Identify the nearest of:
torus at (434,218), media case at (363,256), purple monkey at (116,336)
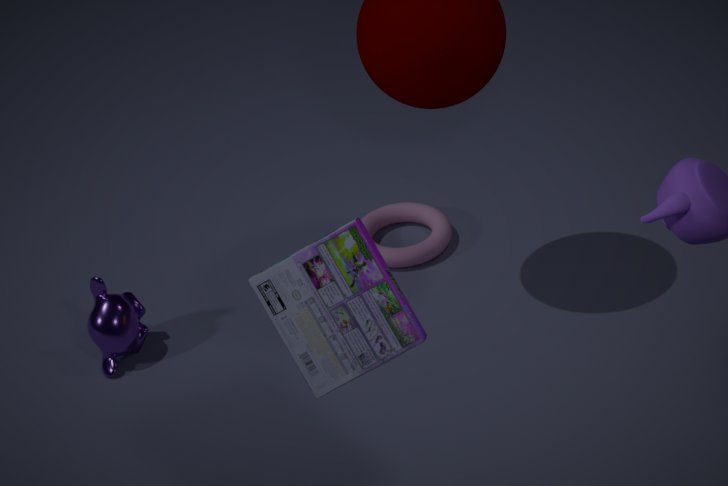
media case at (363,256)
